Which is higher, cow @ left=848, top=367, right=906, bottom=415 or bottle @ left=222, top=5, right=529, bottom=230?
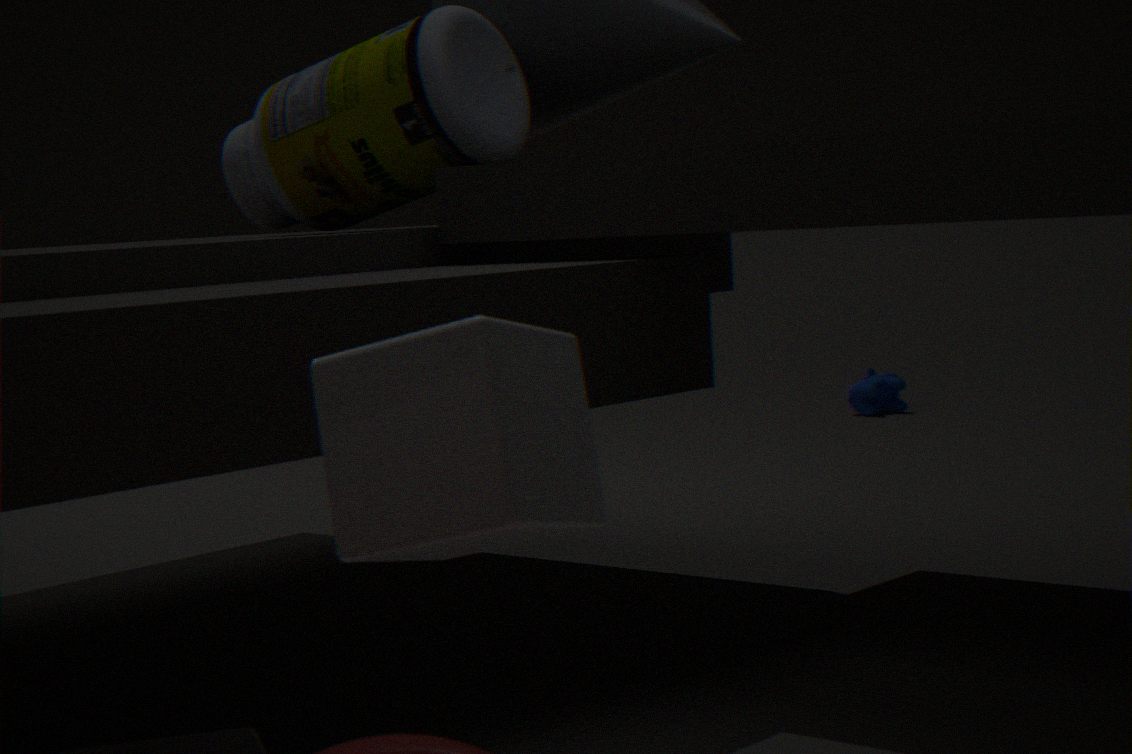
bottle @ left=222, top=5, right=529, bottom=230
